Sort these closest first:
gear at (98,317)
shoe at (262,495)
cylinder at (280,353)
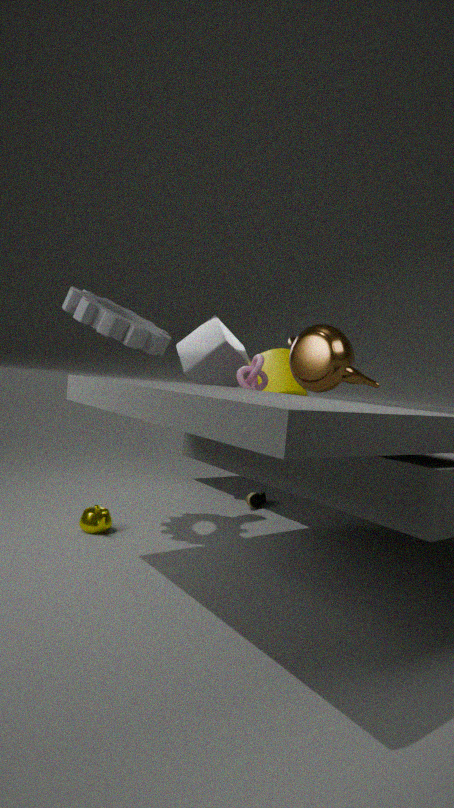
gear at (98,317) → shoe at (262,495) → cylinder at (280,353)
